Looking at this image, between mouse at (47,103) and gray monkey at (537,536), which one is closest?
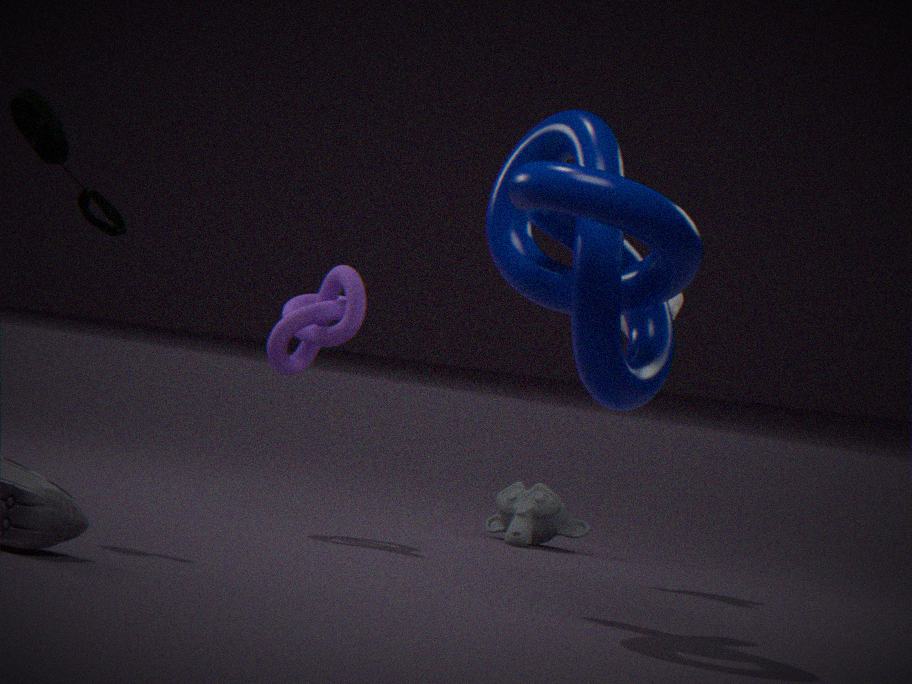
mouse at (47,103)
